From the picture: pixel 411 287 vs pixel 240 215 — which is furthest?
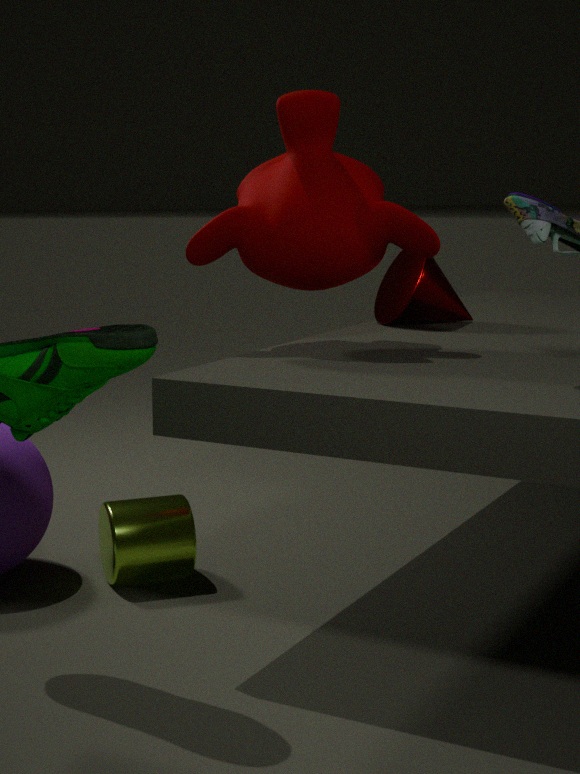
pixel 411 287
